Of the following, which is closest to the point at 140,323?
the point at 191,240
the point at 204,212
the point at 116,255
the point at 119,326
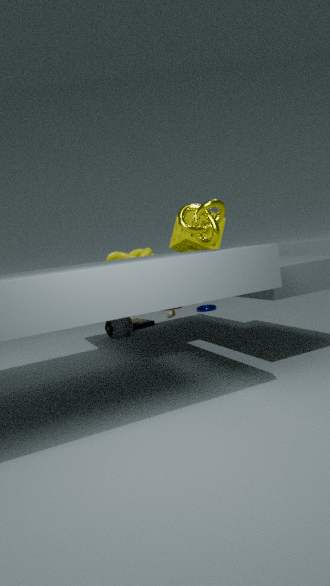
the point at 119,326
